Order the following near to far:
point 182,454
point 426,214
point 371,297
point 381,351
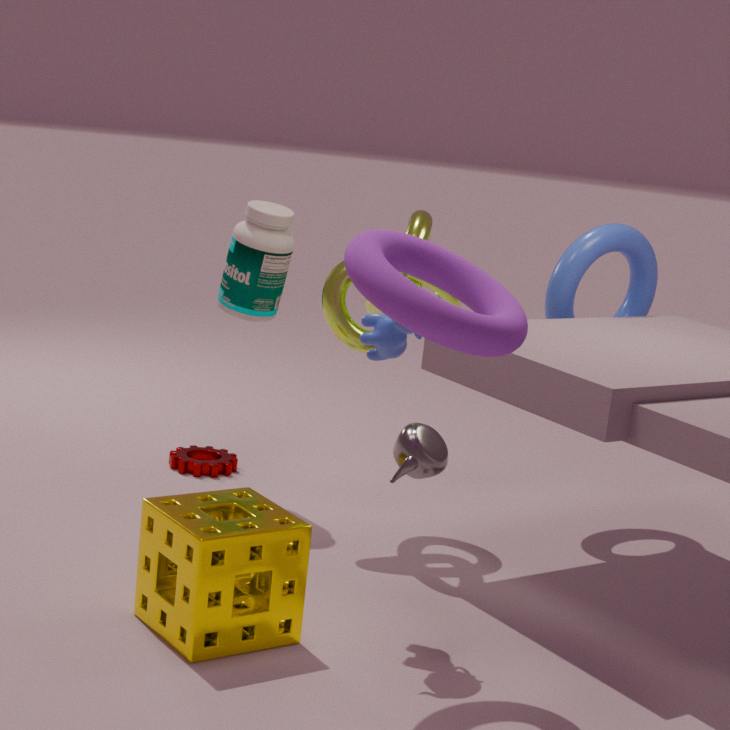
point 371,297, point 381,351, point 426,214, point 182,454
